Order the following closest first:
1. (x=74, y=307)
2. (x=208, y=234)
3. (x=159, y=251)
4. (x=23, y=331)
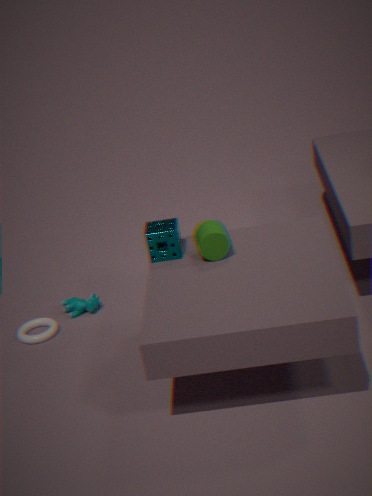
(x=208, y=234), (x=159, y=251), (x=23, y=331), (x=74, y=307)
